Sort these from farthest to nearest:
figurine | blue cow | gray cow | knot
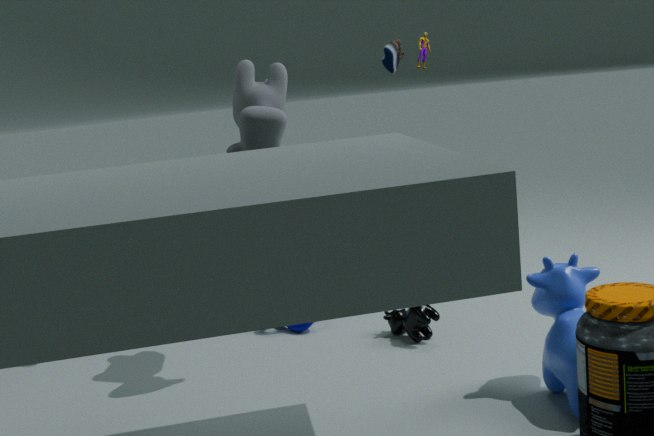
1. figurine
2. knot
3. gray cow
4. blue cow
